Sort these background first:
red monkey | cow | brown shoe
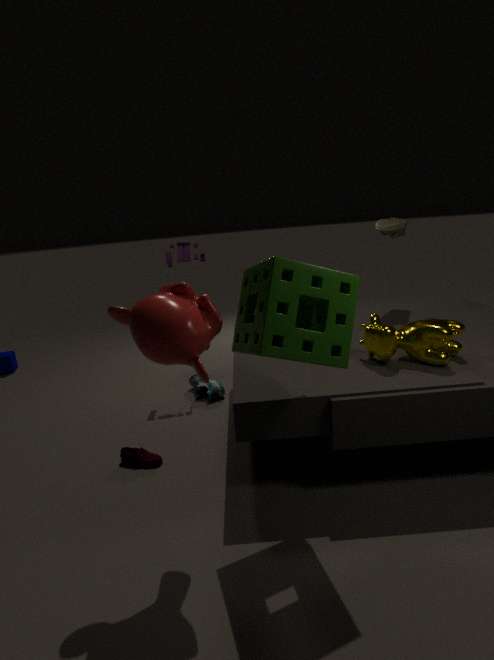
1. brown shoe
2. cow
3. red monkey
